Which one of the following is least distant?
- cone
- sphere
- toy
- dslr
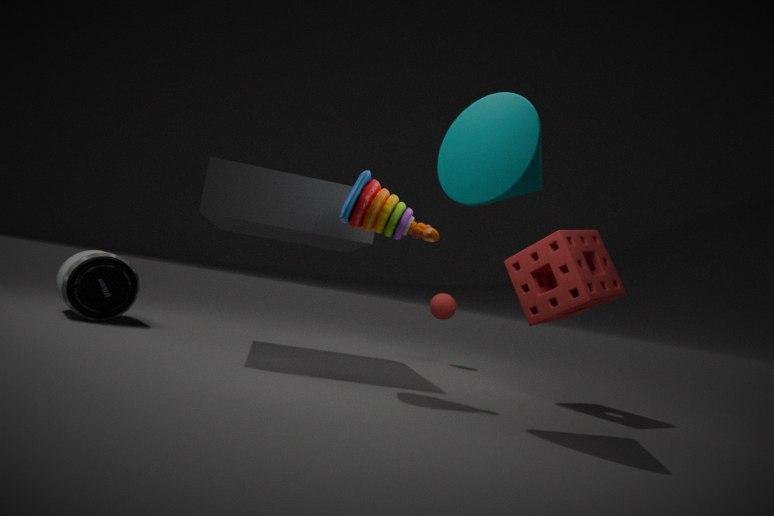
cone
